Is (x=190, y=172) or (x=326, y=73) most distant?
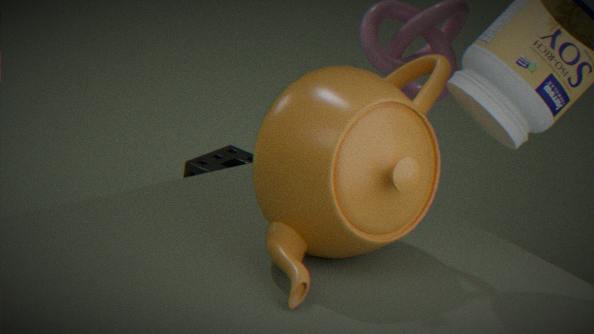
(x=190, y=172)
